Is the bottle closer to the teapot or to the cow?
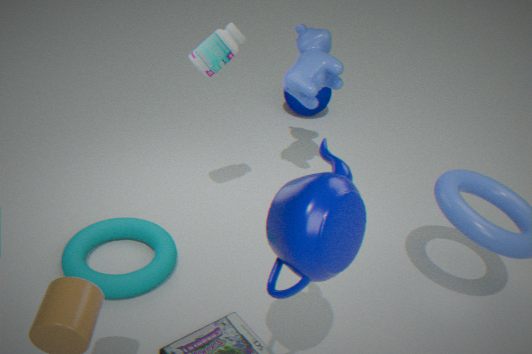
the cow
